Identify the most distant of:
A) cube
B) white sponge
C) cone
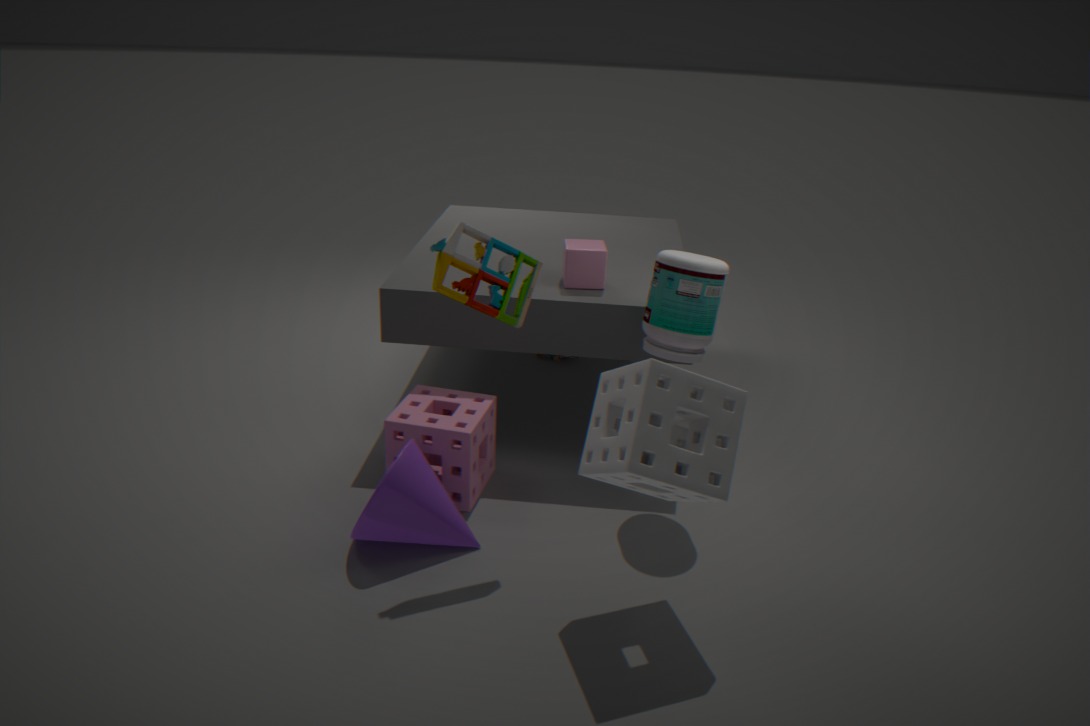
cube
